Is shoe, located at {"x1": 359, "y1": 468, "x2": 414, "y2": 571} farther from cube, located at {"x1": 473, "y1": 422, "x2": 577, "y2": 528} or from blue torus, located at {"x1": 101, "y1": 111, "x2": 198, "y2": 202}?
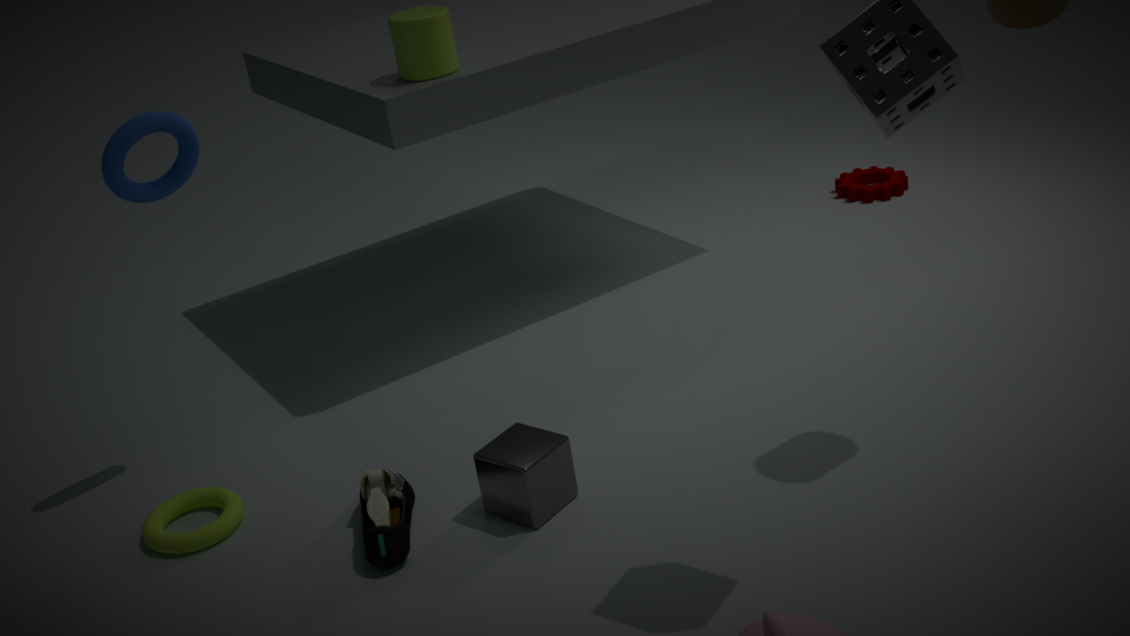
blue torus, located at {"x1": 101, "y1": 111, "x2": 198, "y2": 202}
